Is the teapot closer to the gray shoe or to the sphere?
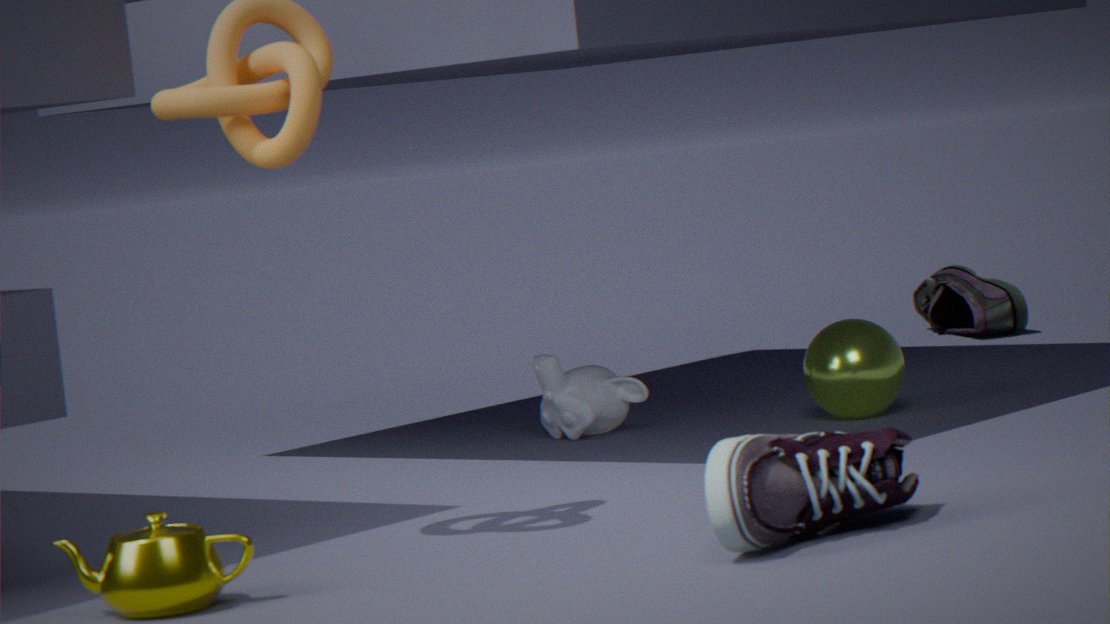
the gray shoe
